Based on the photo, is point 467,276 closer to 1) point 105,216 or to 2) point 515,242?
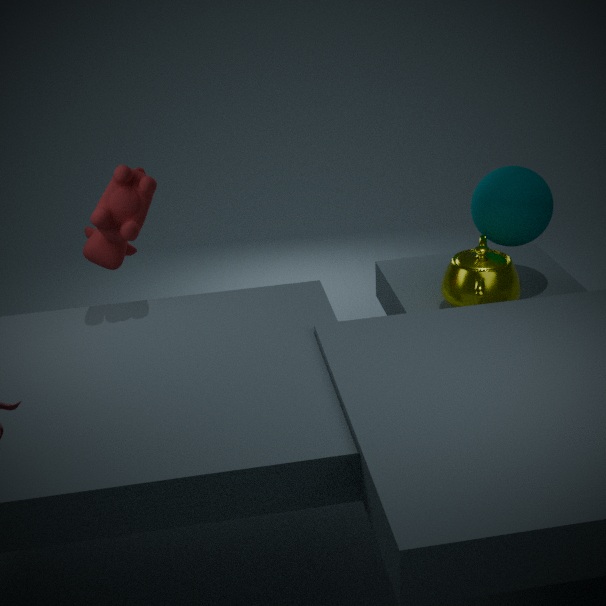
2) point 515,242
